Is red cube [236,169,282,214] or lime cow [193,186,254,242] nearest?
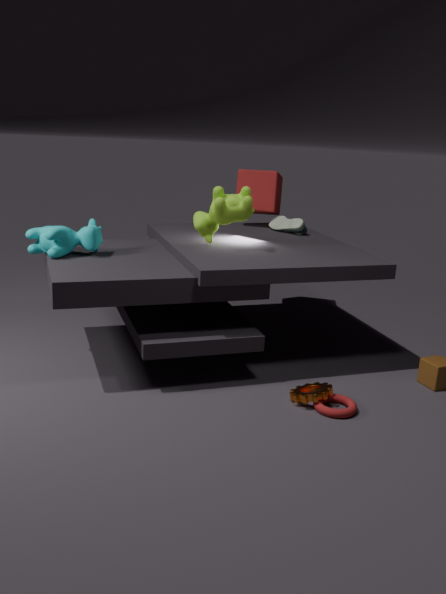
lime cow [193,186,254,242]
